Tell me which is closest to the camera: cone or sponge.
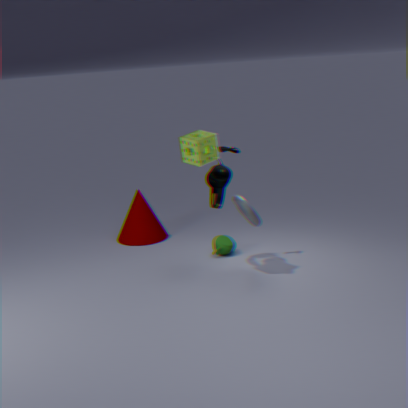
sponge
